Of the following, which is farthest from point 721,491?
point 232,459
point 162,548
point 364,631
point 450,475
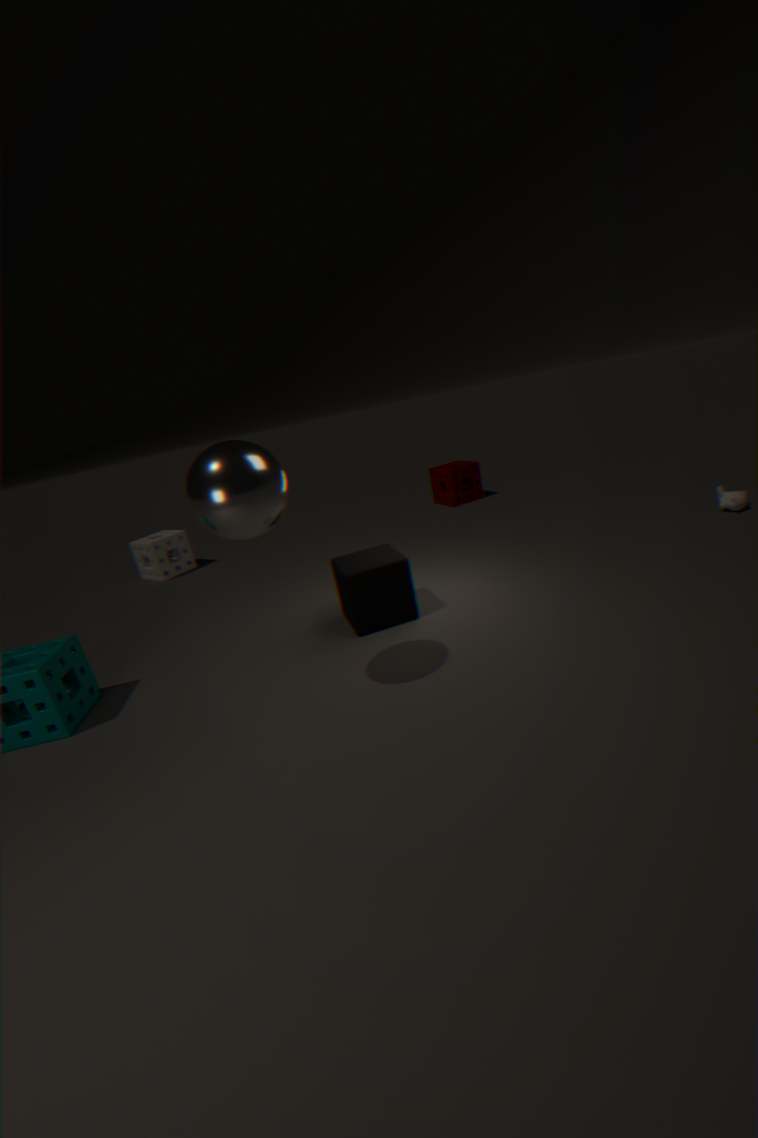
point 162,548
